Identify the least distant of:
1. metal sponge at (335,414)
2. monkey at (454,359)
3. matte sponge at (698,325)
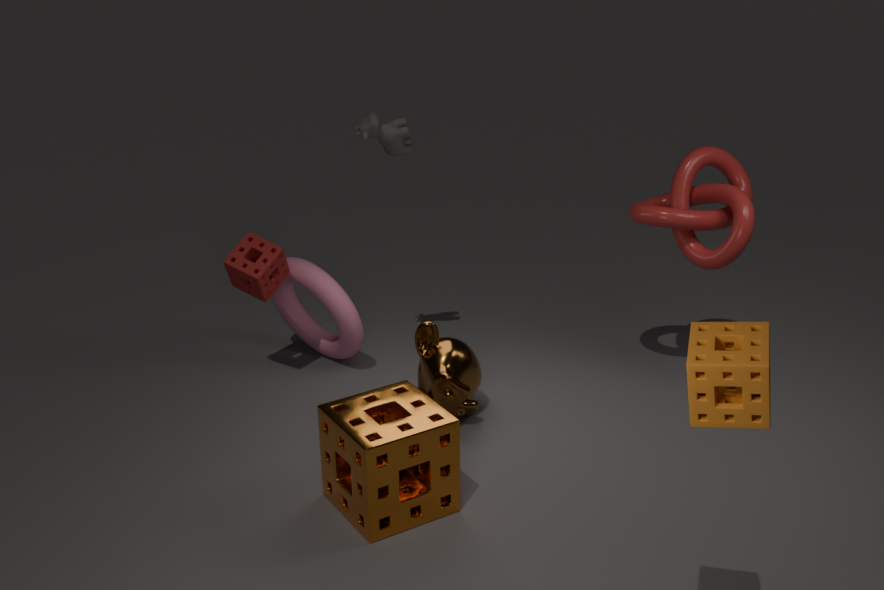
matte sponge at (698,325)
